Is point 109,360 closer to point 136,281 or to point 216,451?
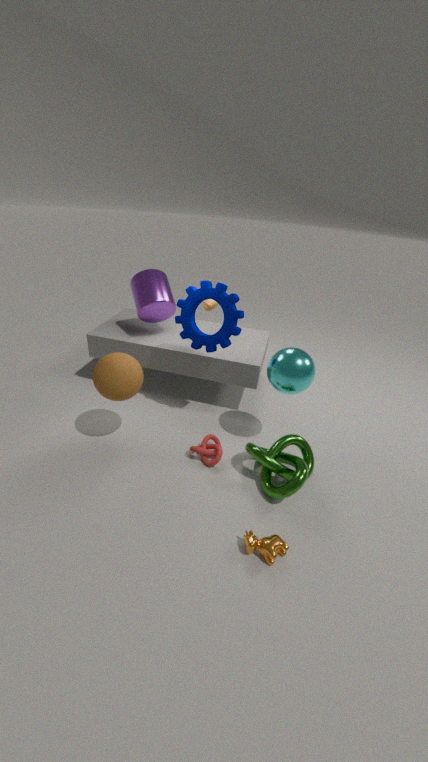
point 216,451
